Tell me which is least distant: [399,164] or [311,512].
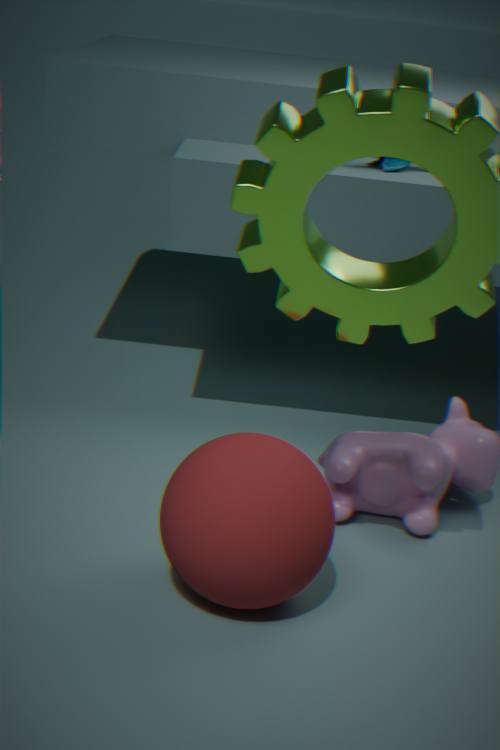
[311,512]
